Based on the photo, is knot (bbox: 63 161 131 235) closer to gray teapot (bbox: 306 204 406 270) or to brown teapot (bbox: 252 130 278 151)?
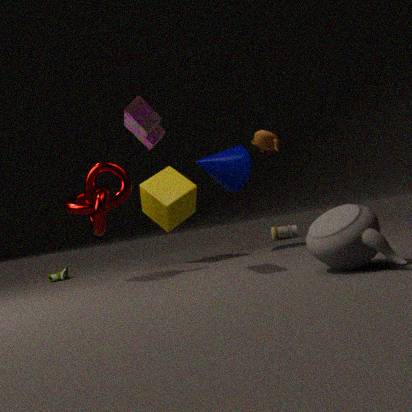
brown teapot (bbox: 252 130 278 151)
